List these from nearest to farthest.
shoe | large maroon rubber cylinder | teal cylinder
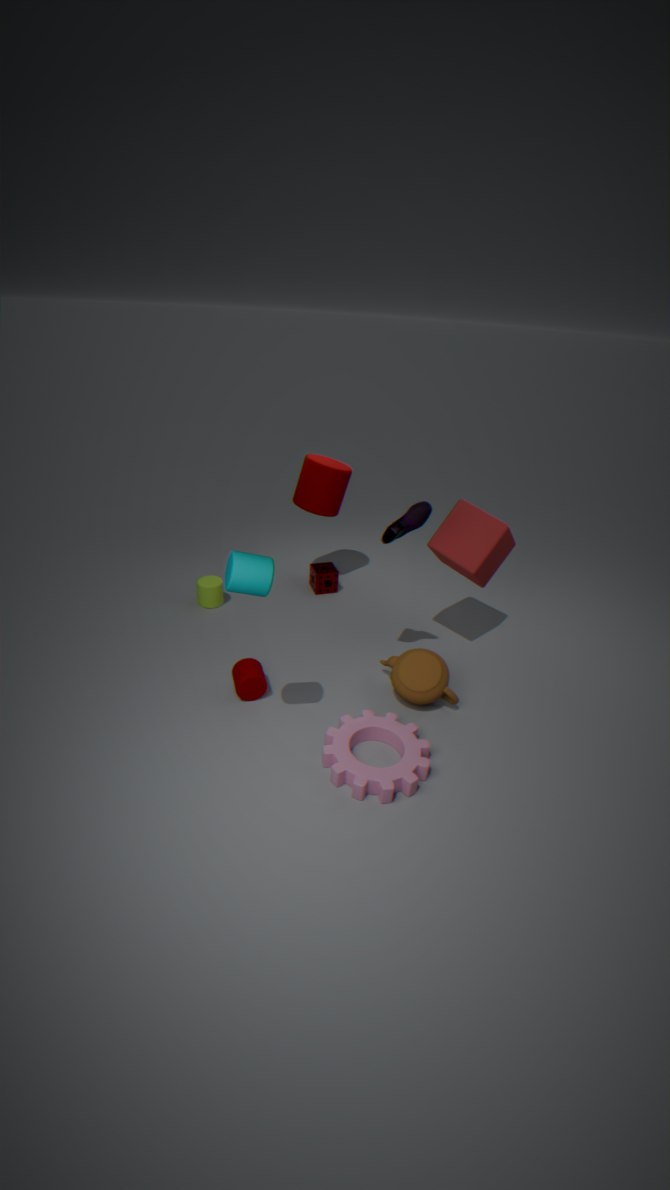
teal cylinder, shoe, large maroon rubber cylinder
